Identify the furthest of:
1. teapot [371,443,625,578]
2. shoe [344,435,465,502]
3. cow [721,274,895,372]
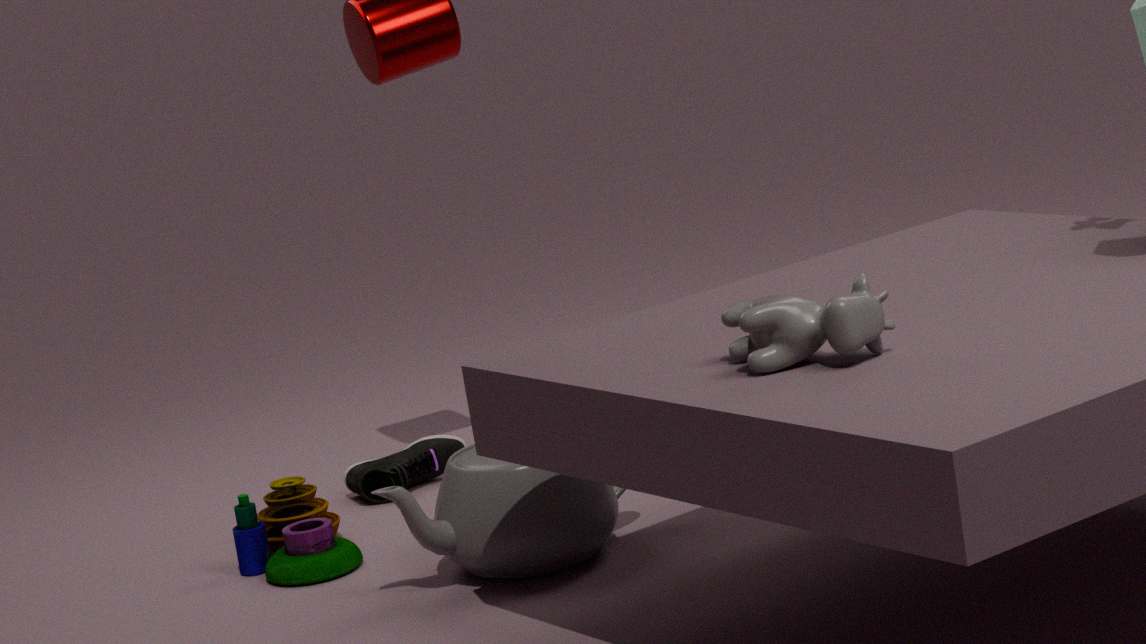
shoe [344,435,465,502]
